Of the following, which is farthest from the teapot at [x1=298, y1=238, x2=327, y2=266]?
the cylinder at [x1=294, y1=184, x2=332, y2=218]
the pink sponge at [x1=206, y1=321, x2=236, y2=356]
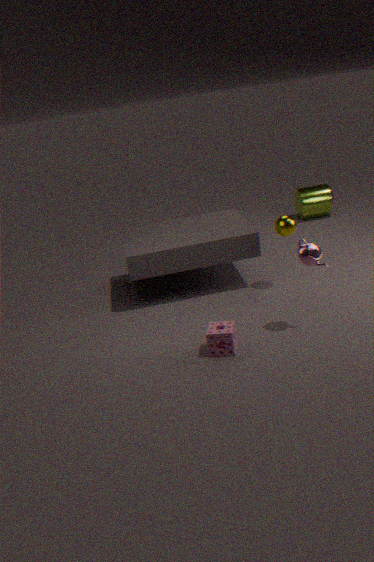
the cylinder at [x1=294, y1=184, x2=332, y2=218]
